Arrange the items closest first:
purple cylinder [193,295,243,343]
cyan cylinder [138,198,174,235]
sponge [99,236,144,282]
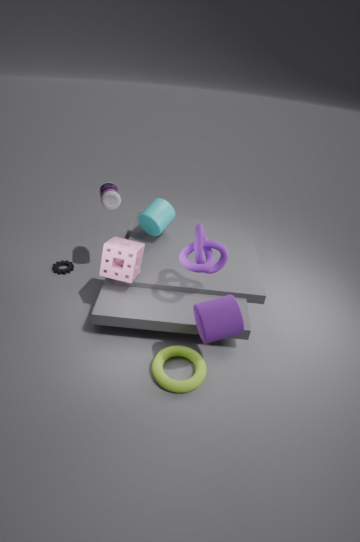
purple cylinder [193,295,243,343] < sponge [99,236,144,282] < cyan cylinder [138,198,174,235]
